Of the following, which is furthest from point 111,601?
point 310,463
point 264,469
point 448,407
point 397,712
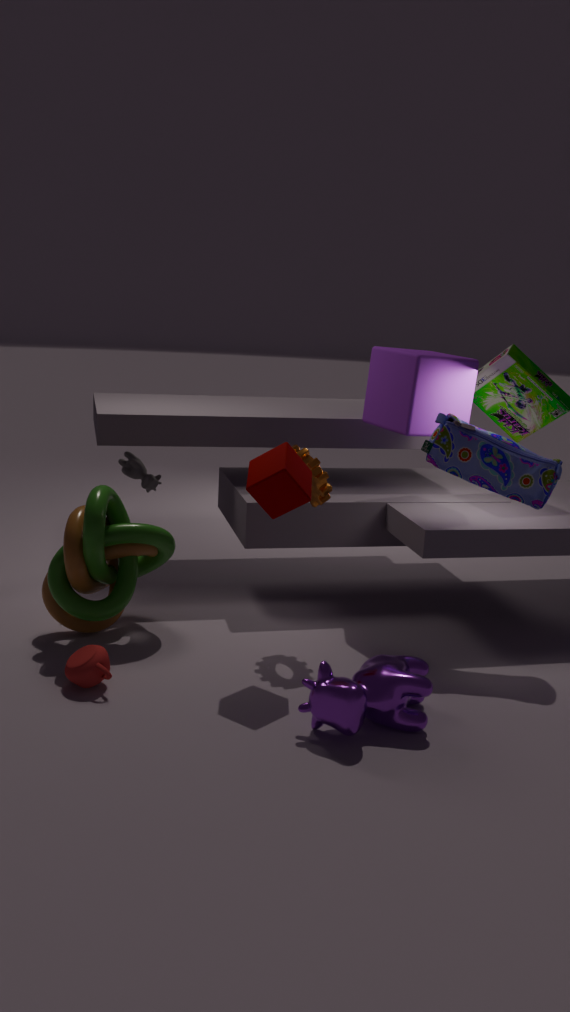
point 448,407
